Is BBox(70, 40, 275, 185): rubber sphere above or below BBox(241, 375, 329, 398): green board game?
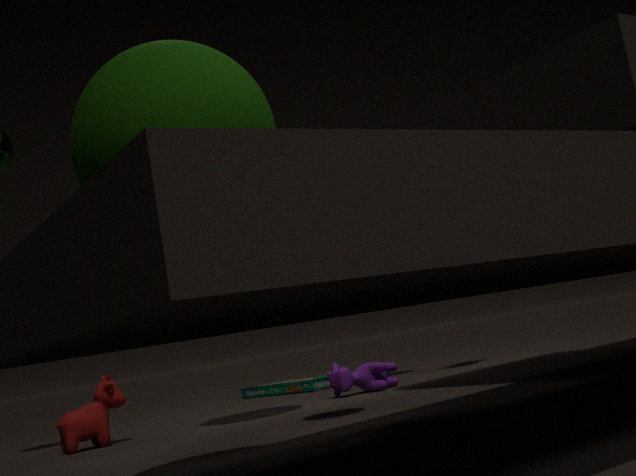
above
